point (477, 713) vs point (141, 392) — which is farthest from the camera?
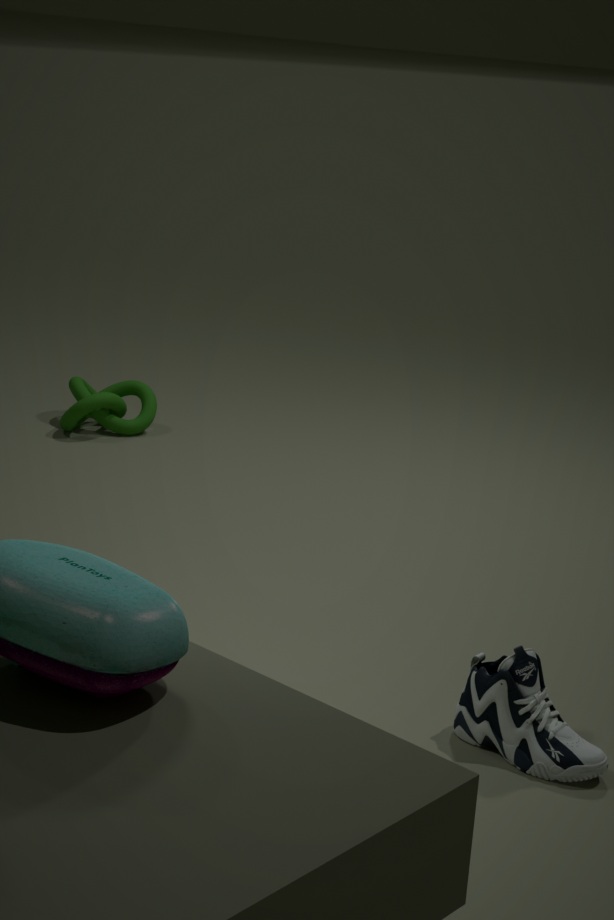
point (141, 392)
